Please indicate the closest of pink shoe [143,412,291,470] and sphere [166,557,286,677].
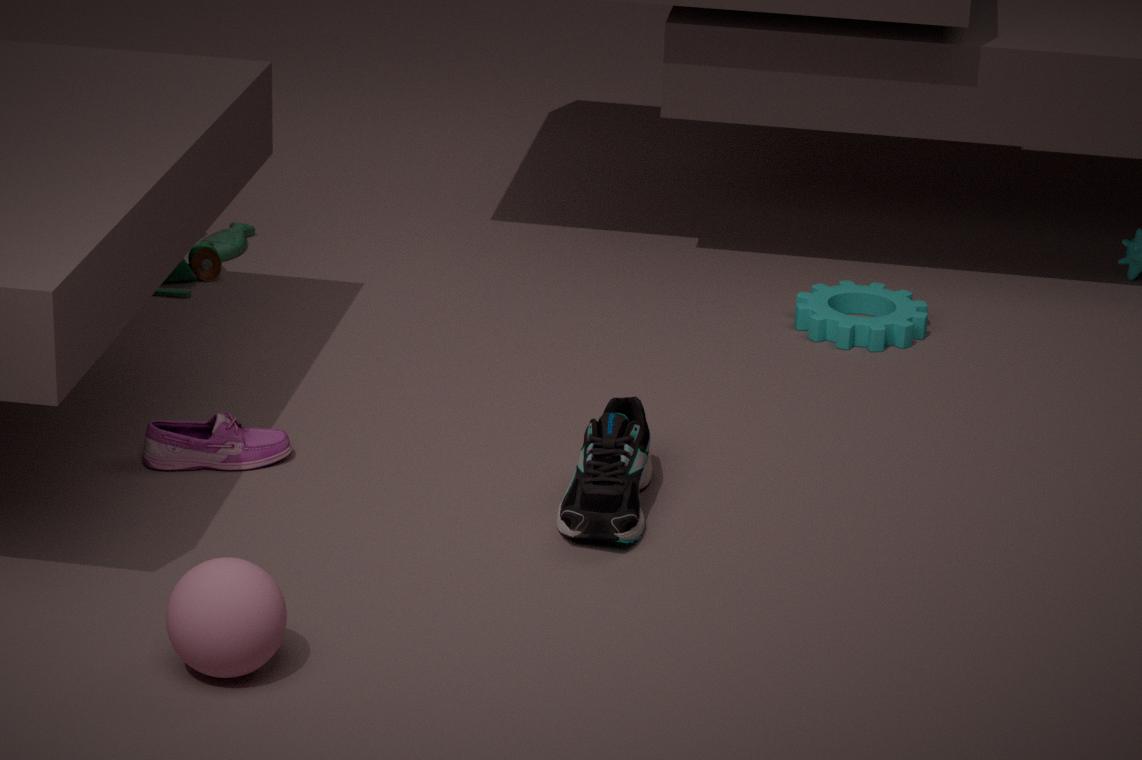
sphere [166,557,286,677]
